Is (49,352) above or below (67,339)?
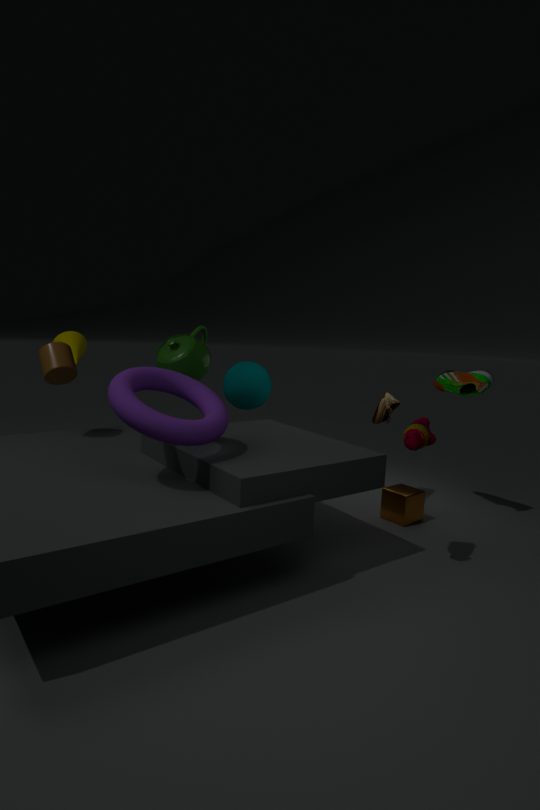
below
